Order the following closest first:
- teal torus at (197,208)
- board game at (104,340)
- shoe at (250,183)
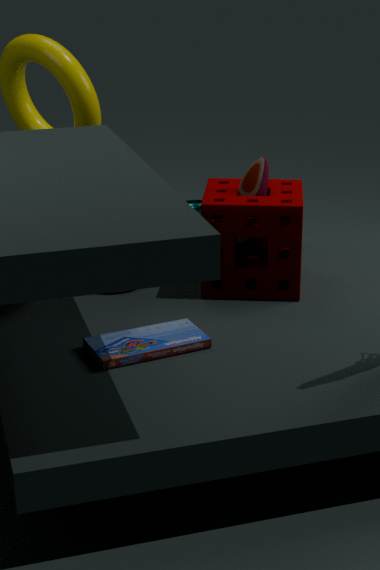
board game at (104,340) < shoe at (250,183) < teal torus at (197,208)
